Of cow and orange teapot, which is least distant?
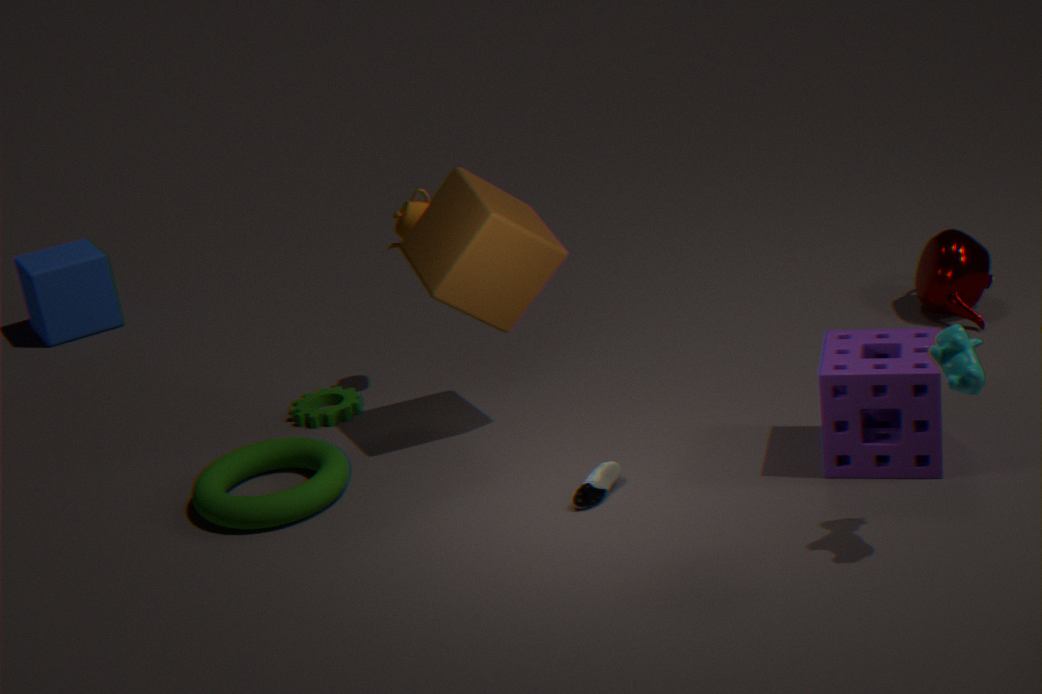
cow
